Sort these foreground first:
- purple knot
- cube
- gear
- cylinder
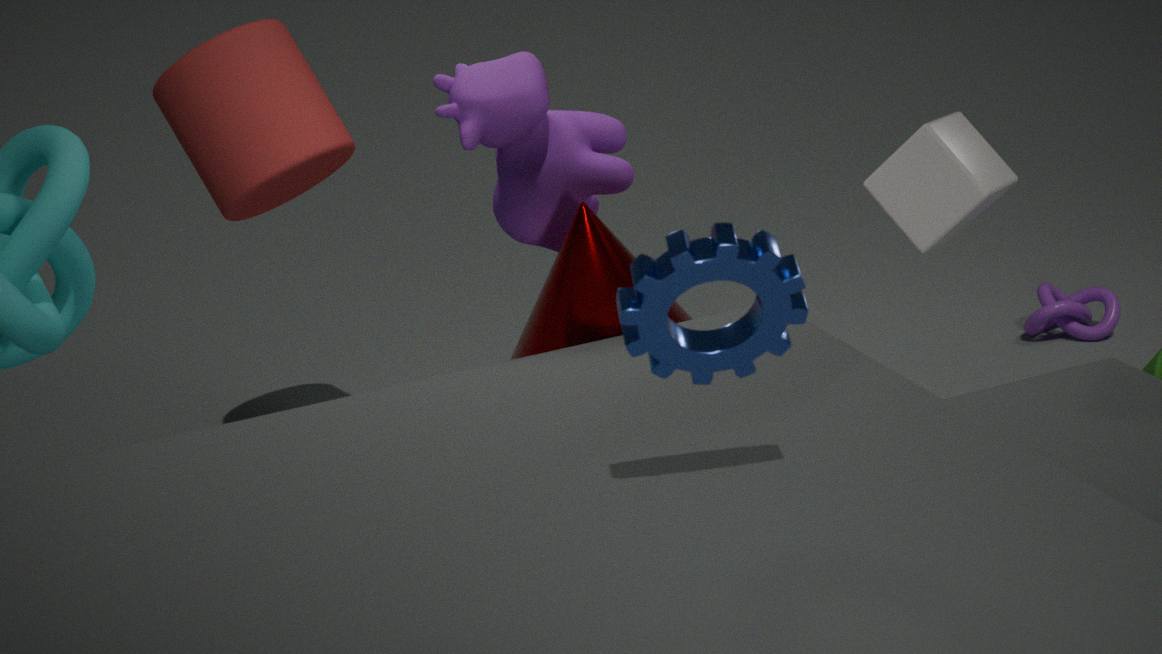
gear
cube
cylinder
purple knot
